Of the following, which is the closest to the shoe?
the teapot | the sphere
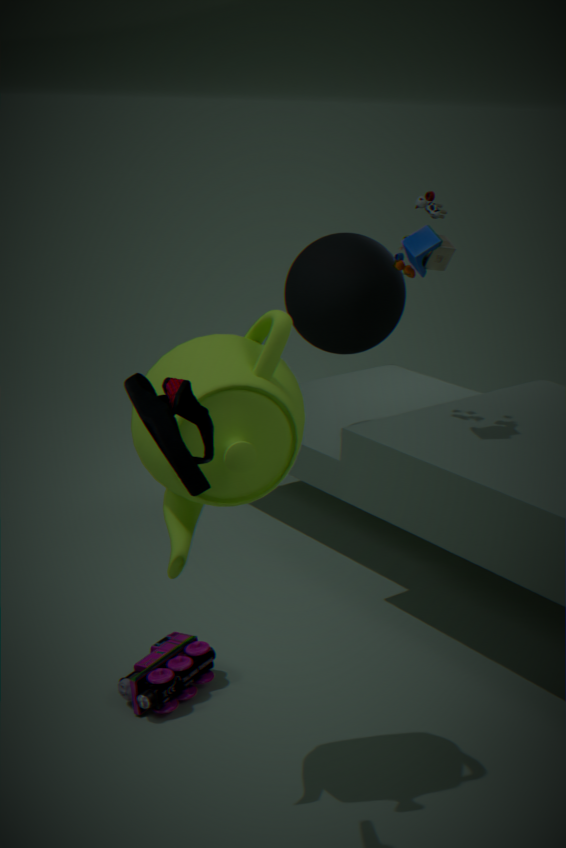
the teapot
